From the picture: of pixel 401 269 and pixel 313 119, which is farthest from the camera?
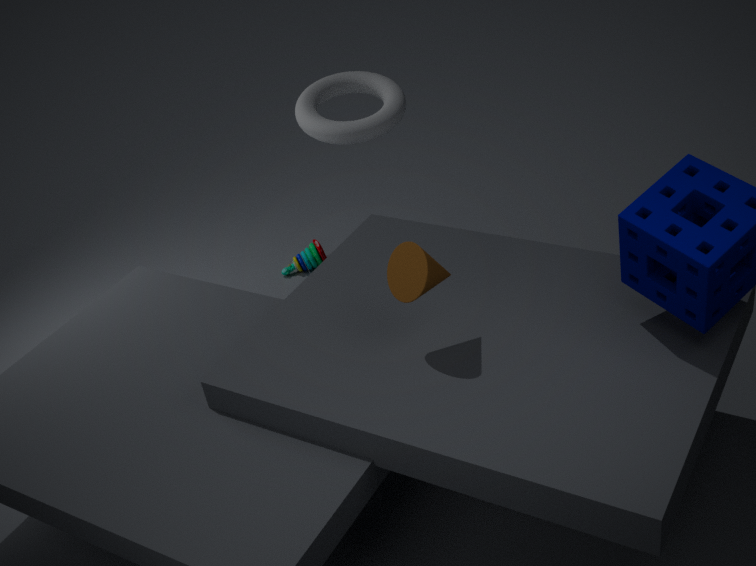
pixel 313 119
